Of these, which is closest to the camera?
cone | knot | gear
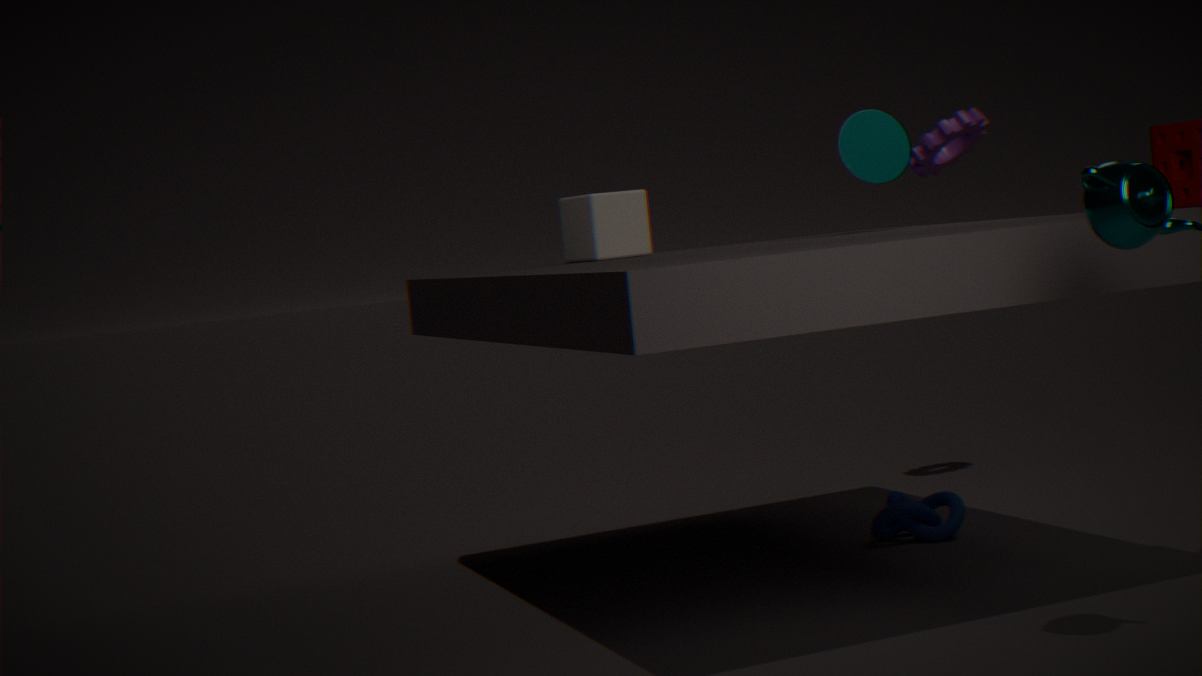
cone
